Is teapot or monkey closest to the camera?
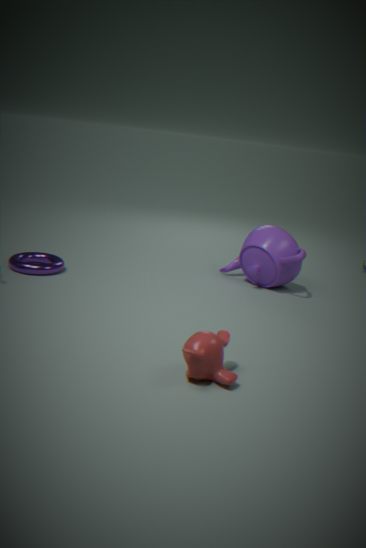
monkey
